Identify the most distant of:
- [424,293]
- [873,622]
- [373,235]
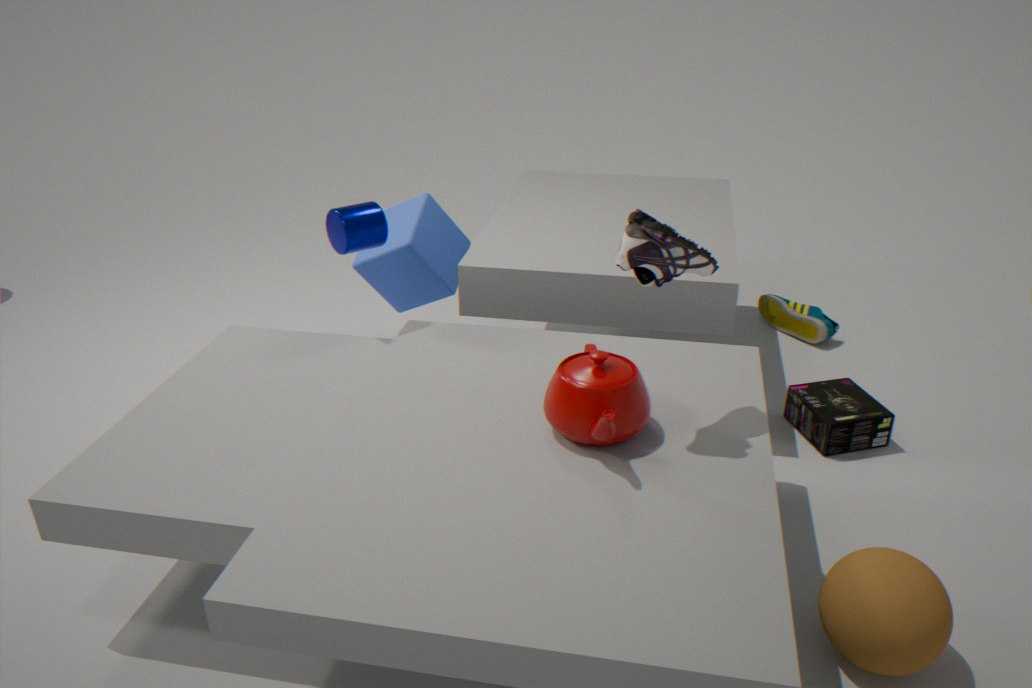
[424,293]
